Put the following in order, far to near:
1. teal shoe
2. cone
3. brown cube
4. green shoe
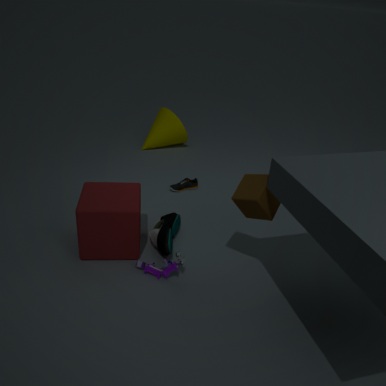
cone → green shoe → teal shoe → brown cube
